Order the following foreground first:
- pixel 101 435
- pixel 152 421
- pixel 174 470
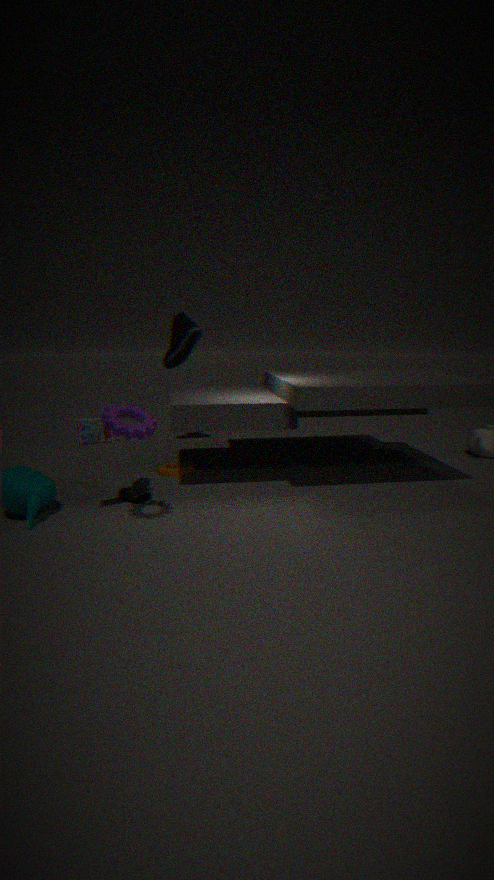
1. pixel 152 421
2. pixel 101 435
3. pixel 174 470
